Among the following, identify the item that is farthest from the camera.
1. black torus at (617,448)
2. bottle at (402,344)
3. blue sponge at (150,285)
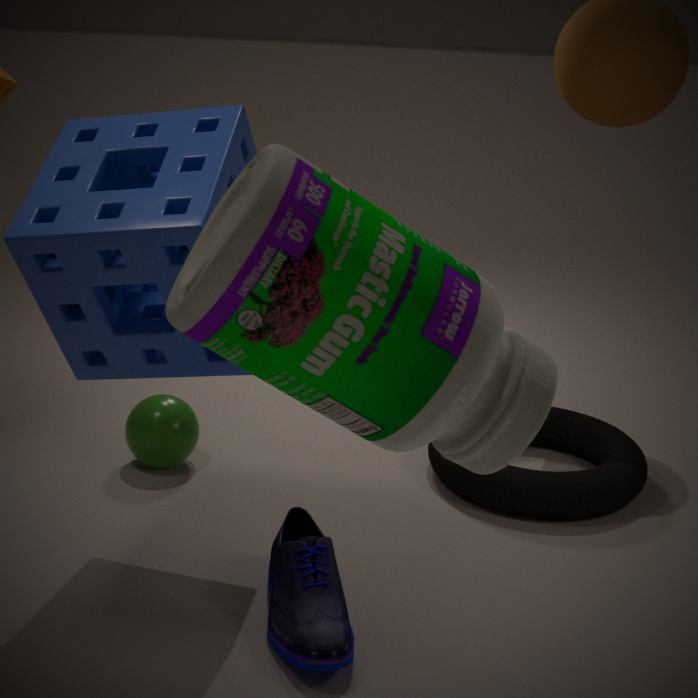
black torus at (617,448)
